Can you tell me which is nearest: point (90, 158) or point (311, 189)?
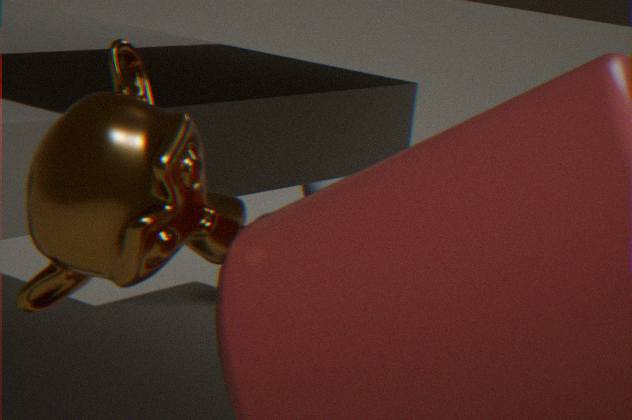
point (90, 158)
